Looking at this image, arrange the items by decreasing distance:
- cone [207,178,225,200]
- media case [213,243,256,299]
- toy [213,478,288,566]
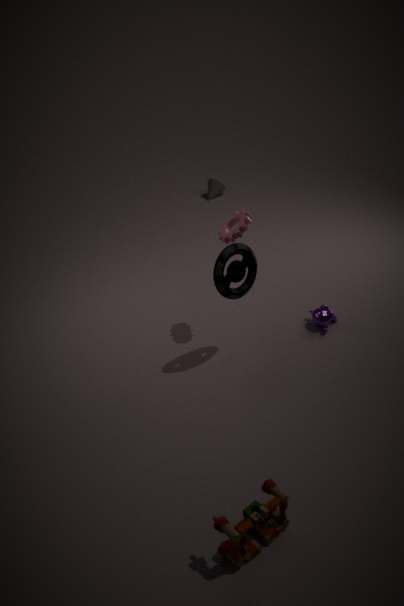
cone [207,178,225,200] → media case [213,243,256,299] → toy [213,478,288,566]
